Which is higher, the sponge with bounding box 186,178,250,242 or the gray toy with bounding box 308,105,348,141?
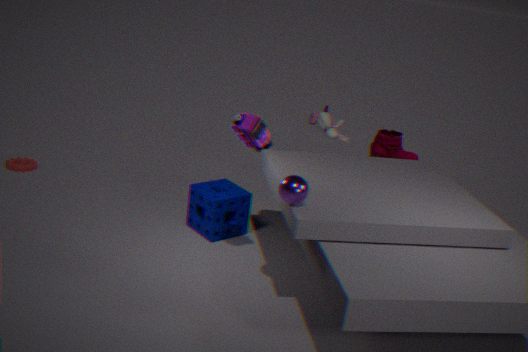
the gray toy with bounding box 308,105,348,141
